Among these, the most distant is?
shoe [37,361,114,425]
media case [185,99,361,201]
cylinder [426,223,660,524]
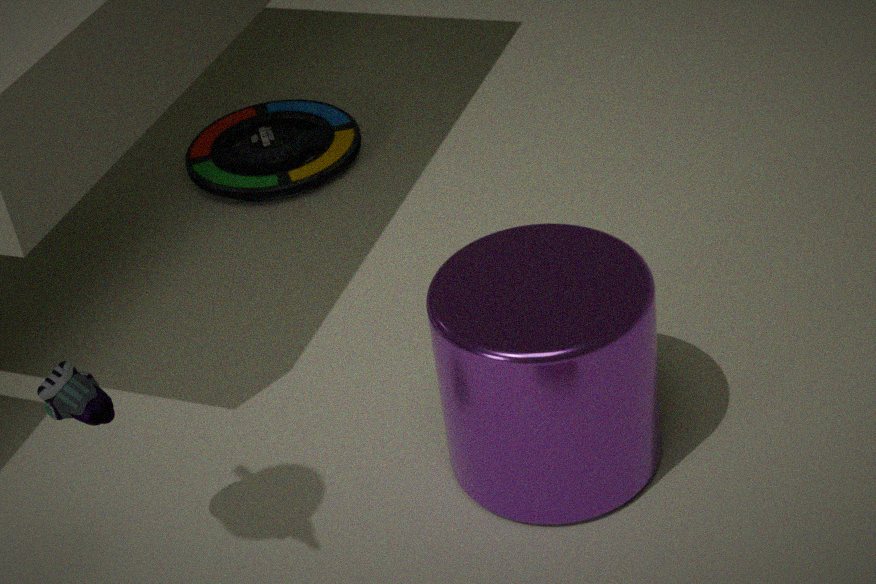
media case [185,99,361,201]
